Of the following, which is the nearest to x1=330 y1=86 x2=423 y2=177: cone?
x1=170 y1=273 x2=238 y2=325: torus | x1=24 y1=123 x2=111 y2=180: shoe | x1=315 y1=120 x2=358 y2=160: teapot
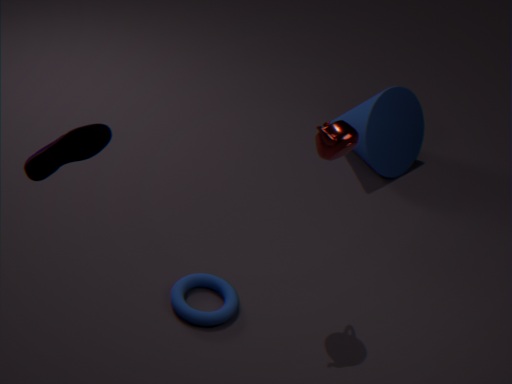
x1=315 y1=120 x2=358 y2=160: teapot
